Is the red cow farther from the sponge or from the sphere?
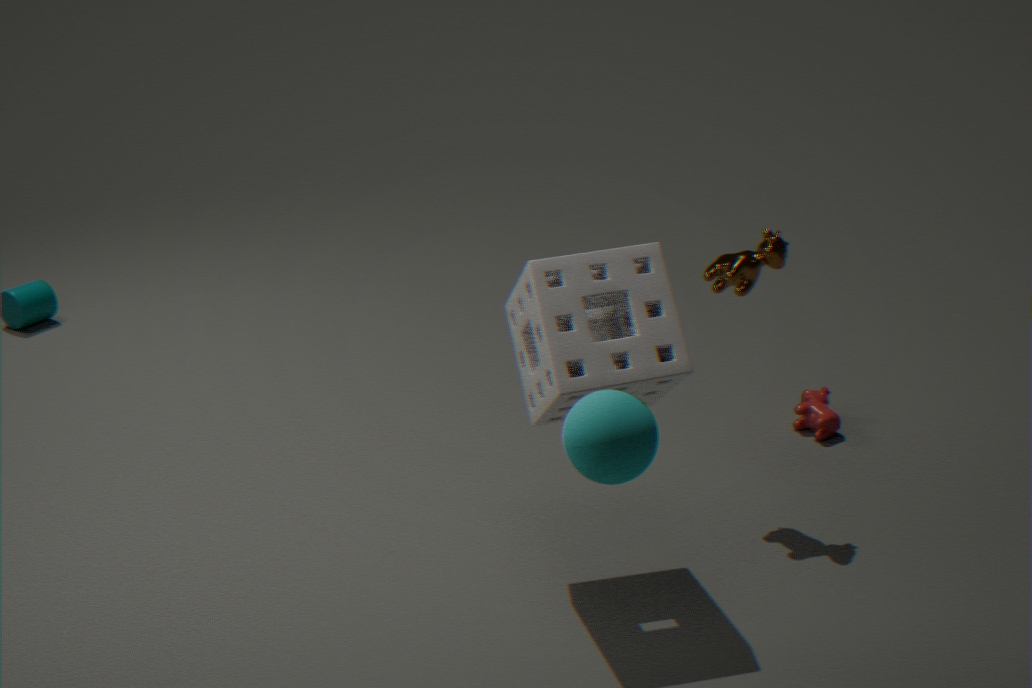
the sphere
